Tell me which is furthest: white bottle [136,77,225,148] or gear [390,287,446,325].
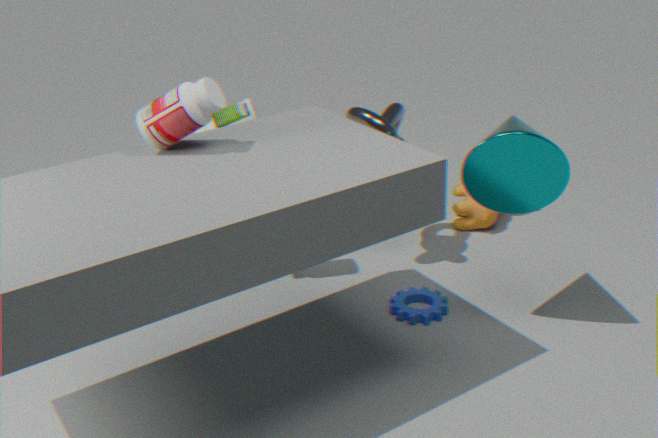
gear [390,287,446,325]
